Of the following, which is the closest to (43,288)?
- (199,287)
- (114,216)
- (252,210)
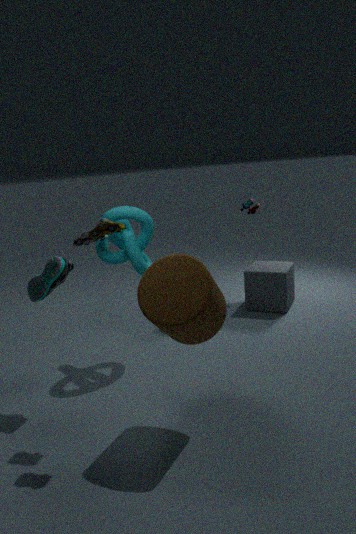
(114,216)
